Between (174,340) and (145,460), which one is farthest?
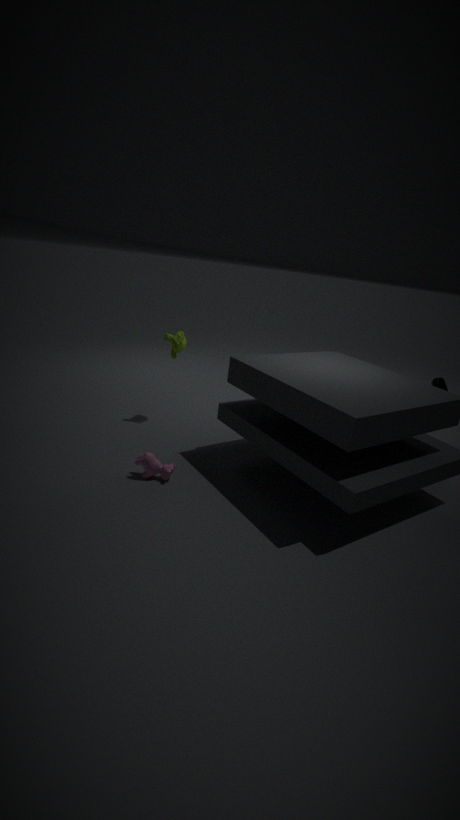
(174,340)
